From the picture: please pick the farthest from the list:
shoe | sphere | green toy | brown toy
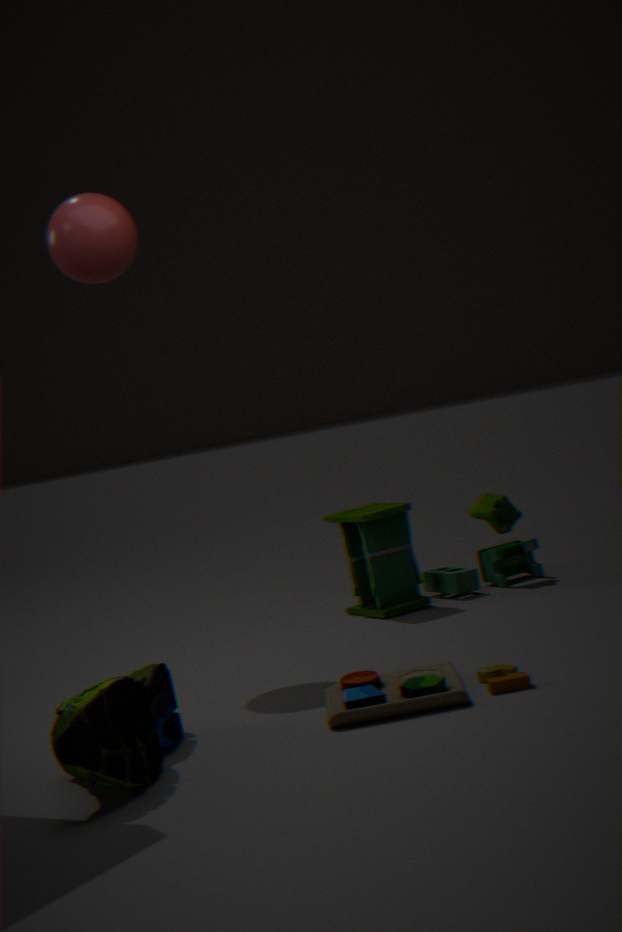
green toy
